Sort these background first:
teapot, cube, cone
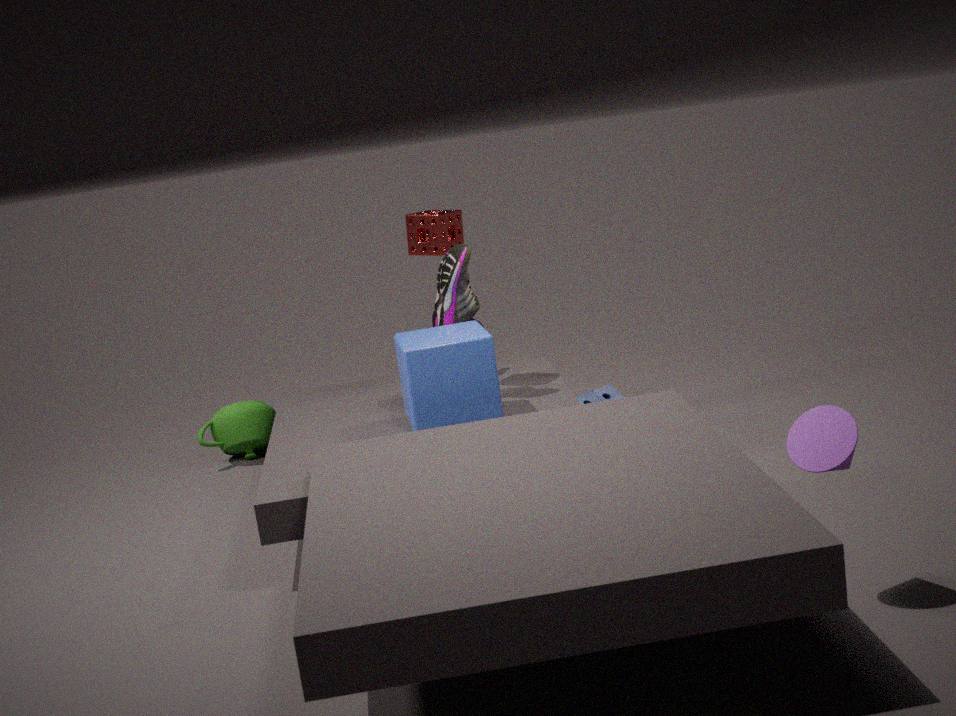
teapot < cube < cone
